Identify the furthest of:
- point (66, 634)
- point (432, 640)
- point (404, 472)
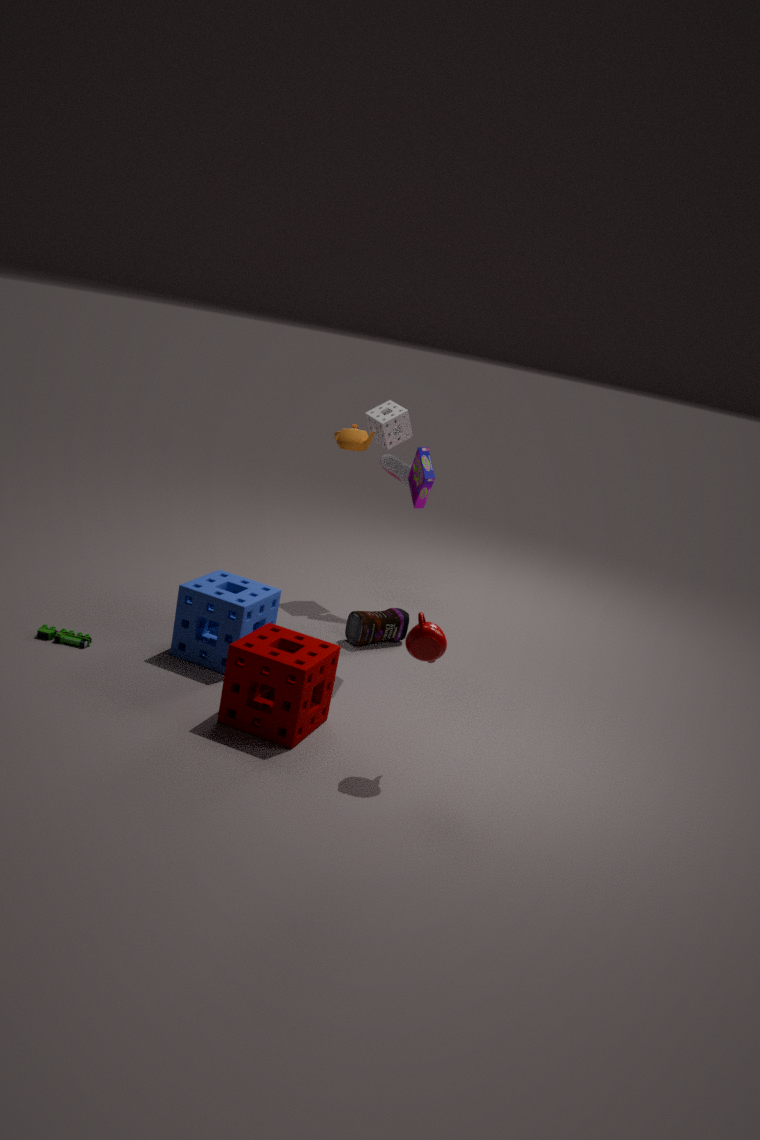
point (404, 472)
